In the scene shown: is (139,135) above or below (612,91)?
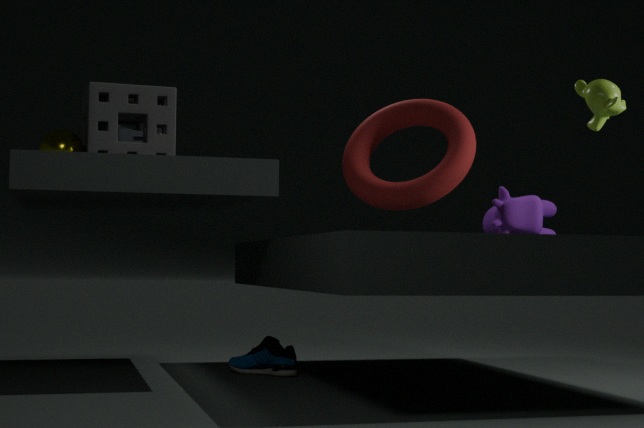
below
